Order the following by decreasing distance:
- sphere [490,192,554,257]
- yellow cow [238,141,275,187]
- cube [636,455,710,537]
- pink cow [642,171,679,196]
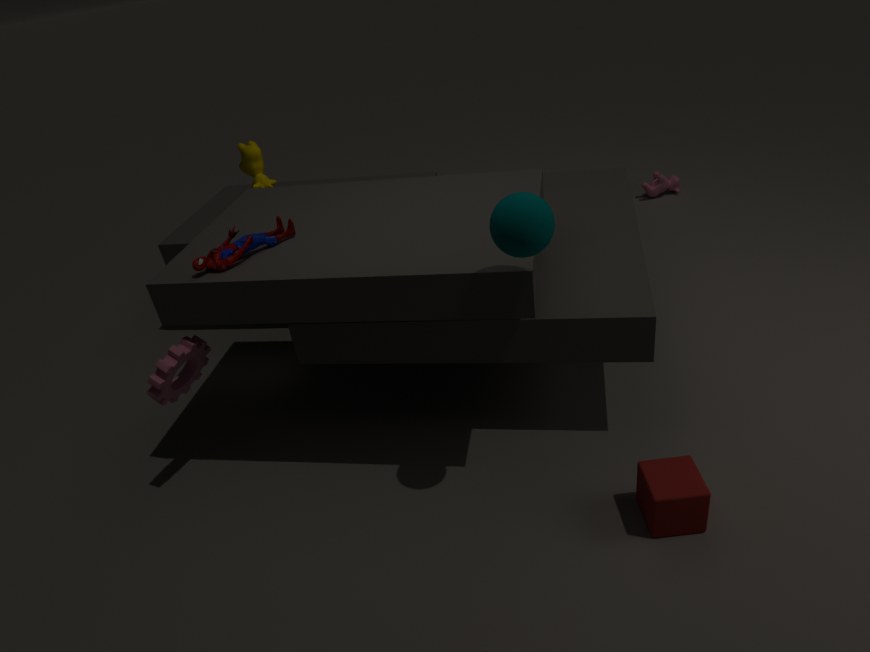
pink cow [642,171,679,196], yellow cow [238,141,275,187], cube [636,455,710,537], sphere [490,192,554,257]
